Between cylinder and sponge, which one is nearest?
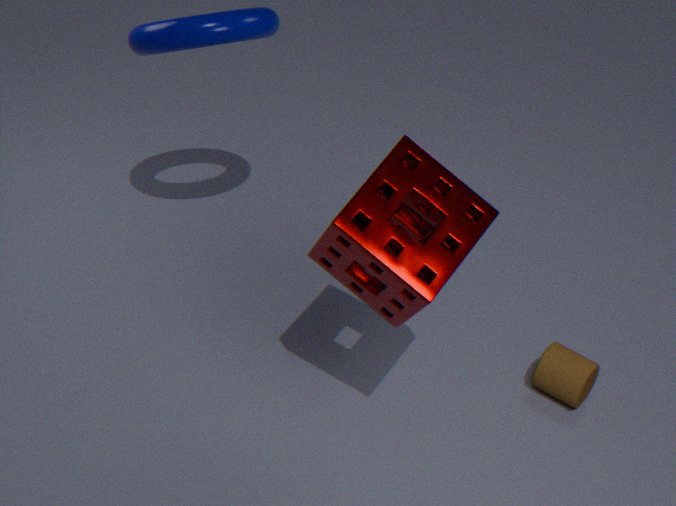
sponge
